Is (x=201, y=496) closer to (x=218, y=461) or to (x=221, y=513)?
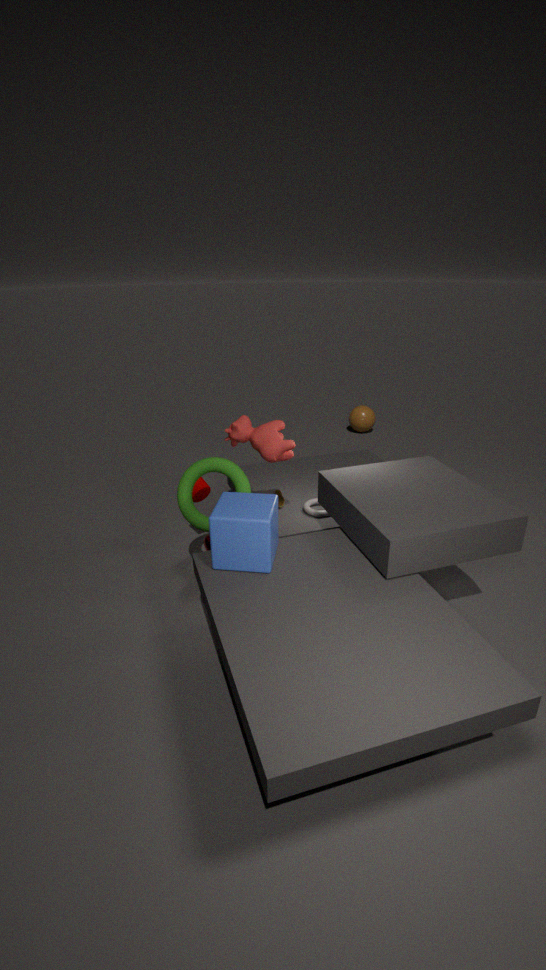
(x=218, y=461)
